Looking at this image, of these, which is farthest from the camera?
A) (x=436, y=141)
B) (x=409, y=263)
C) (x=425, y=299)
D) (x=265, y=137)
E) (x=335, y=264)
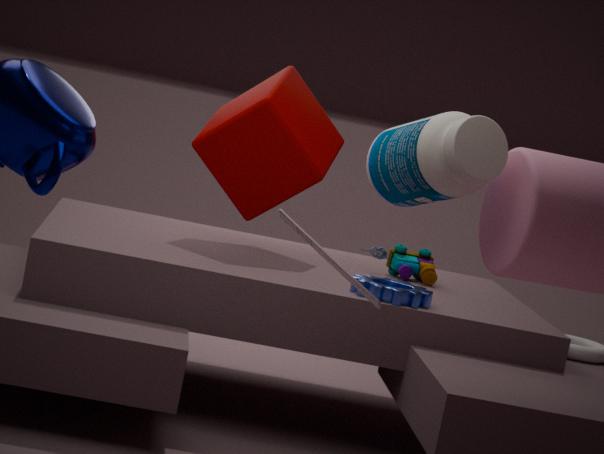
(x=409, y=263)
